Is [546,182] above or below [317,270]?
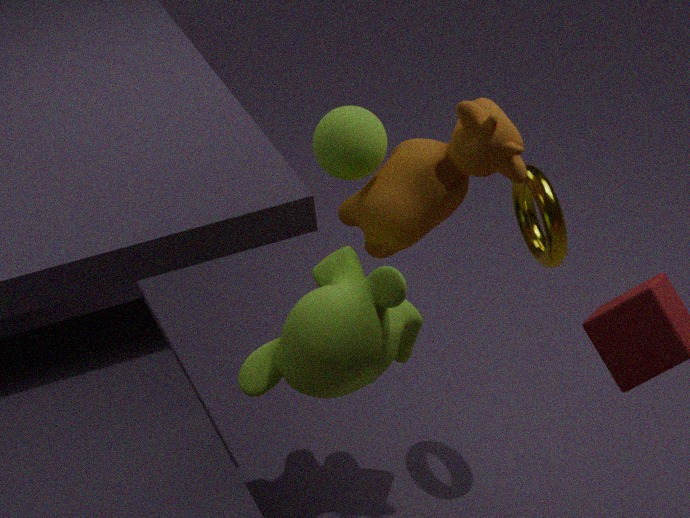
above
